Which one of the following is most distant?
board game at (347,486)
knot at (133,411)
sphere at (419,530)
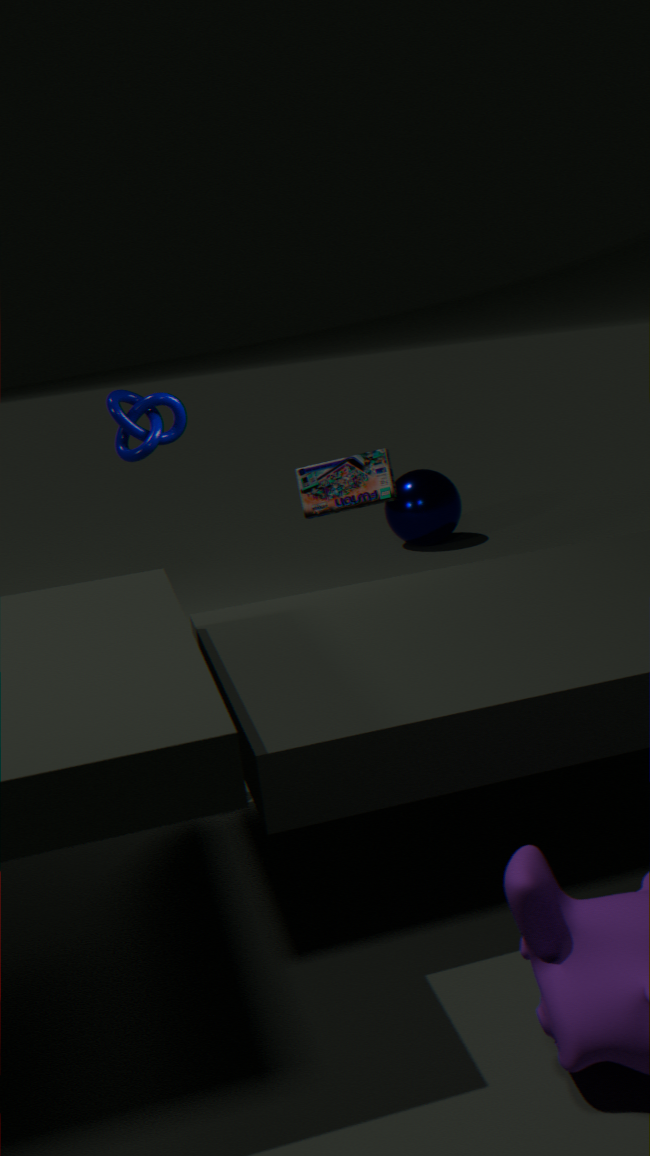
sphere at (419,530)
